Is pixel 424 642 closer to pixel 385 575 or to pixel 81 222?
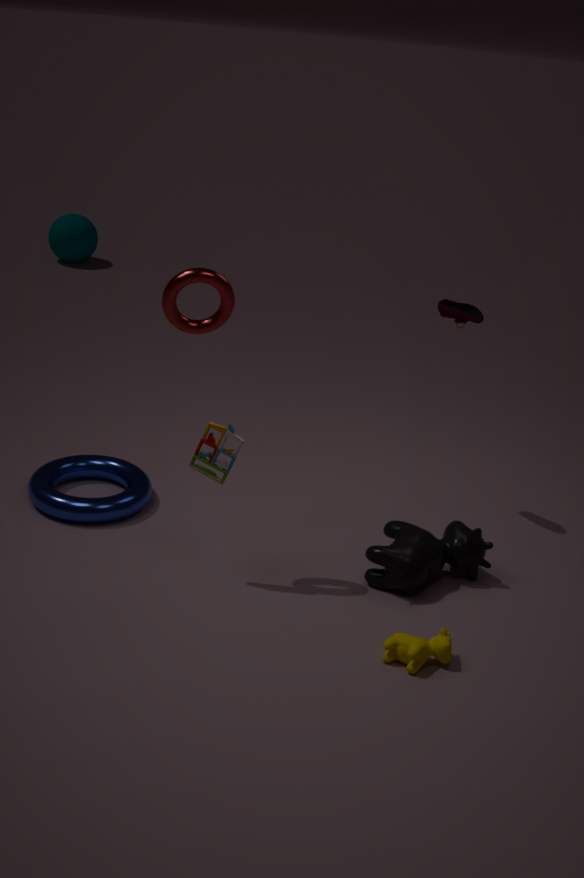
pixel 385 575
